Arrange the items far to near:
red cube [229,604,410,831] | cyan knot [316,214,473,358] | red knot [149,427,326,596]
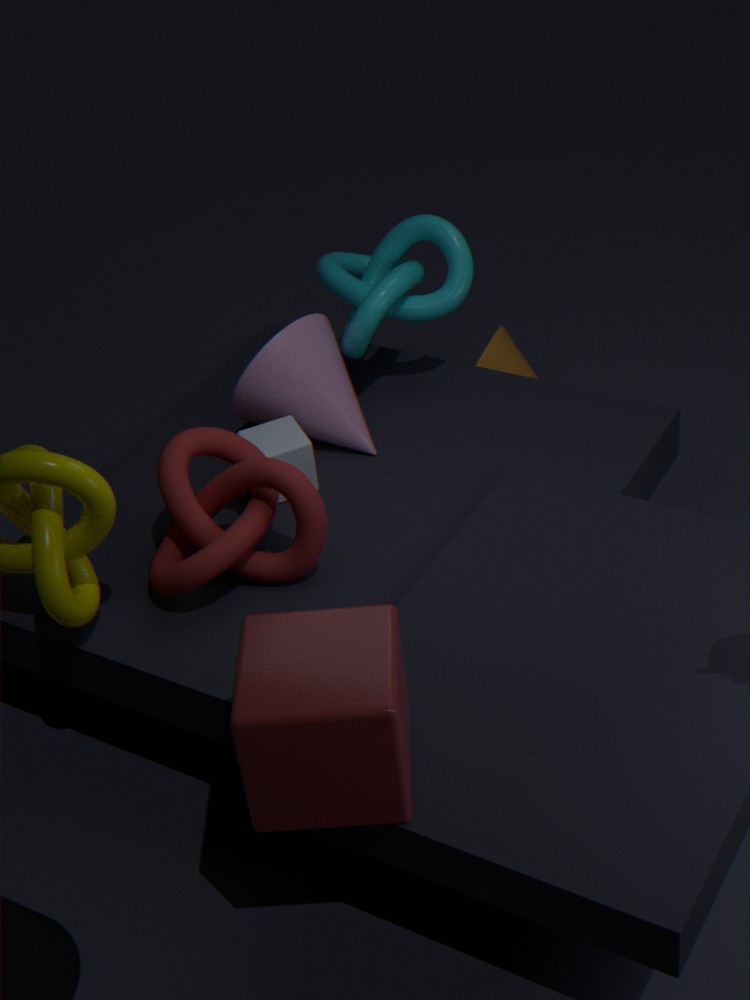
cyan knot [316,214,473,358] < red knot [149,427,326,596] < red cube [229,604,410,831]
